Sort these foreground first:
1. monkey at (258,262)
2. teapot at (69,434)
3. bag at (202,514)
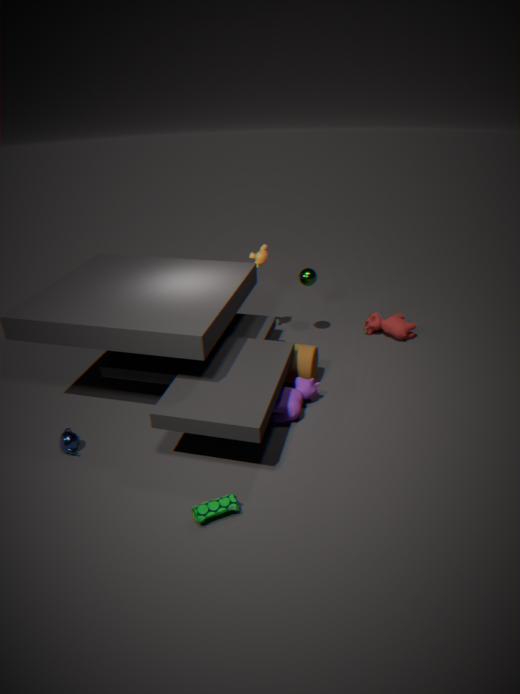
bag at (202,514)
teapot at (69,434)
monkey at (258,262)
